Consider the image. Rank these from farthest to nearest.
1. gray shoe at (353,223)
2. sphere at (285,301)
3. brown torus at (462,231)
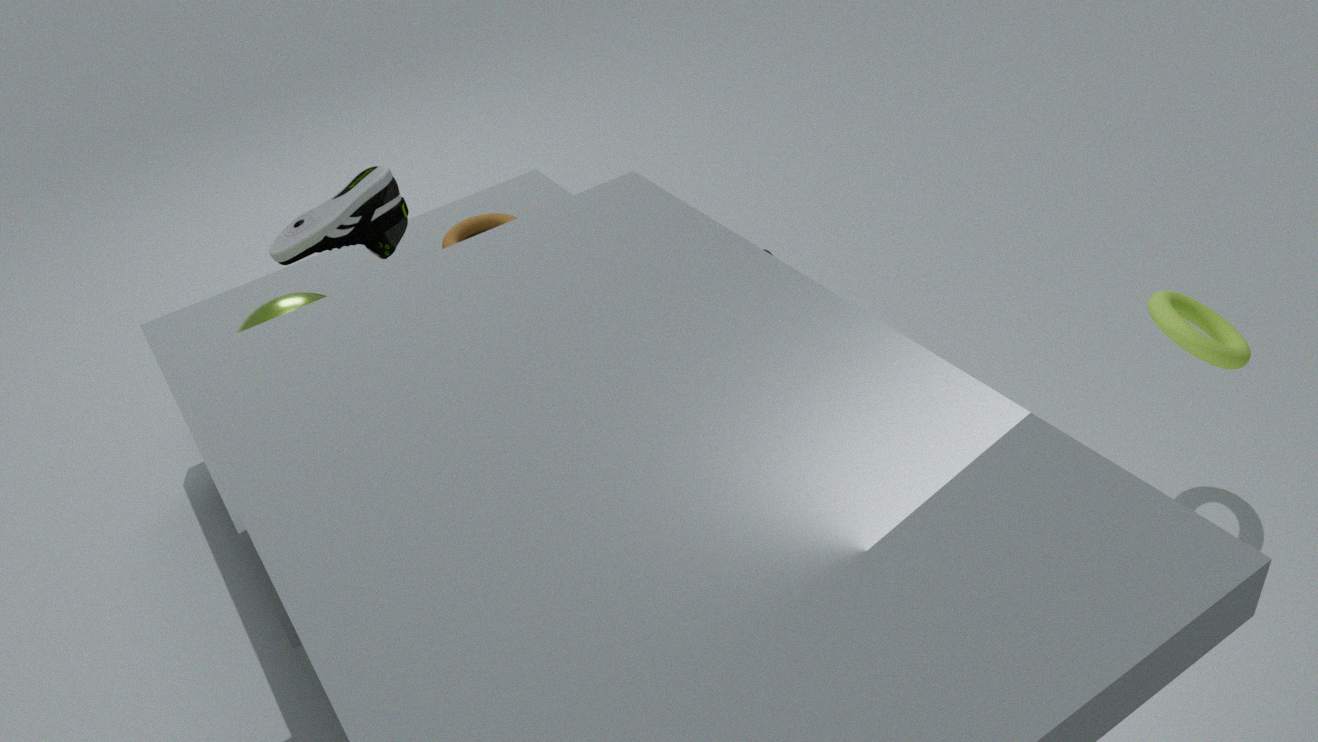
brown torus at (462,231)
gray shoe at (353,223)
sphere at (285,301)
